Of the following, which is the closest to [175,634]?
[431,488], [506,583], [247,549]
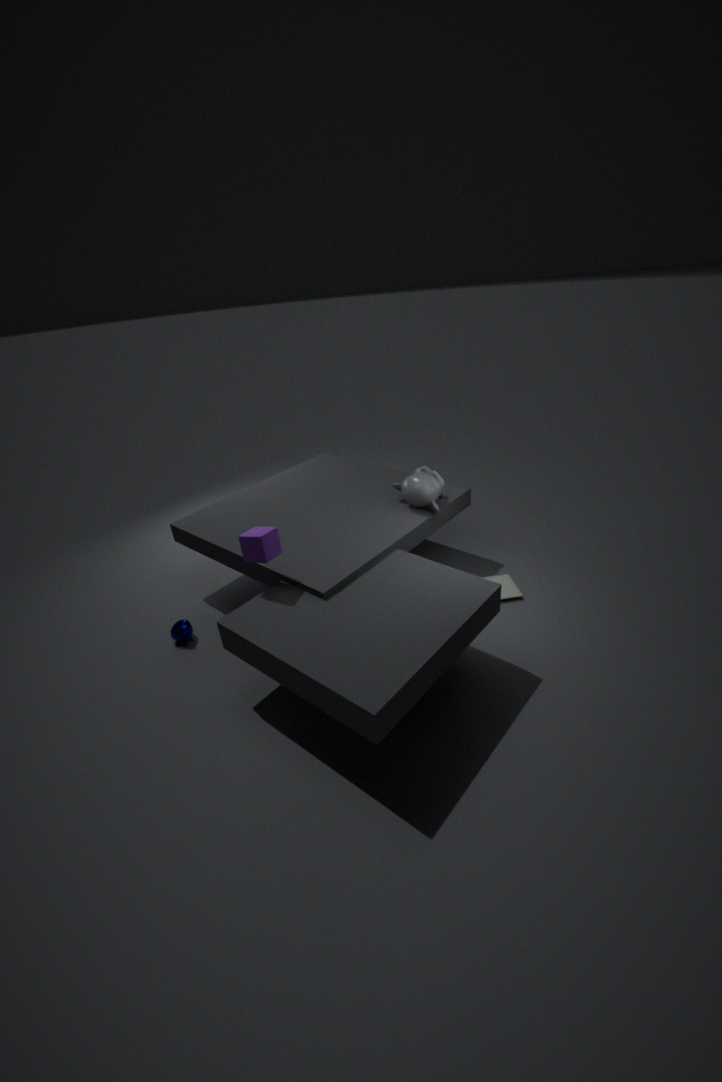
[247,549]
